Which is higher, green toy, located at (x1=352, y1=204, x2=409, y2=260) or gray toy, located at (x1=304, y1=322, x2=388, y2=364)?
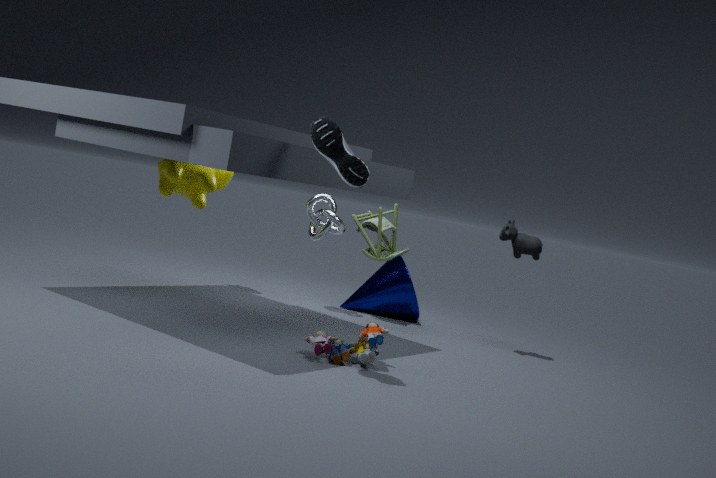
green toy, located at (x1=352, y1=204, x2=409, y2=260)
